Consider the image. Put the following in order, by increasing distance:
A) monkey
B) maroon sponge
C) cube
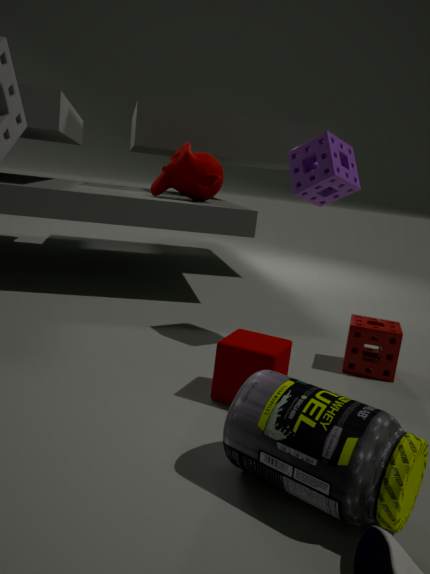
1. cube
2. maroon sponge
3. monkey
